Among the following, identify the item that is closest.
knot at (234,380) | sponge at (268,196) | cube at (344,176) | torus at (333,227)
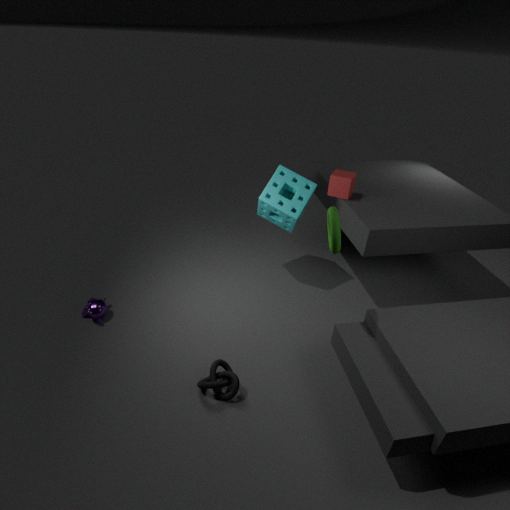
torus at (333,227)
